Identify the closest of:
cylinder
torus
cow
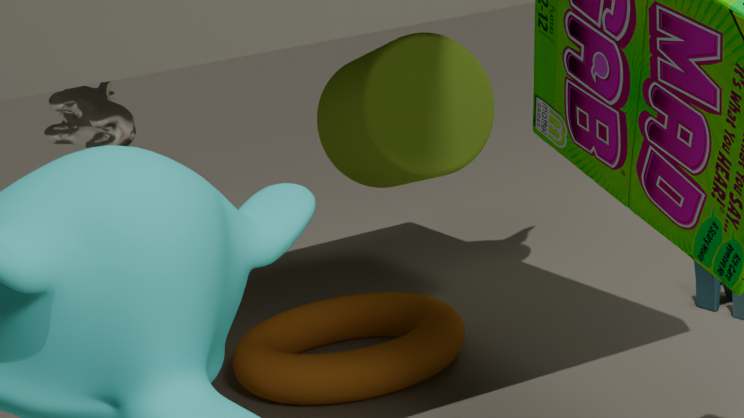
cow
